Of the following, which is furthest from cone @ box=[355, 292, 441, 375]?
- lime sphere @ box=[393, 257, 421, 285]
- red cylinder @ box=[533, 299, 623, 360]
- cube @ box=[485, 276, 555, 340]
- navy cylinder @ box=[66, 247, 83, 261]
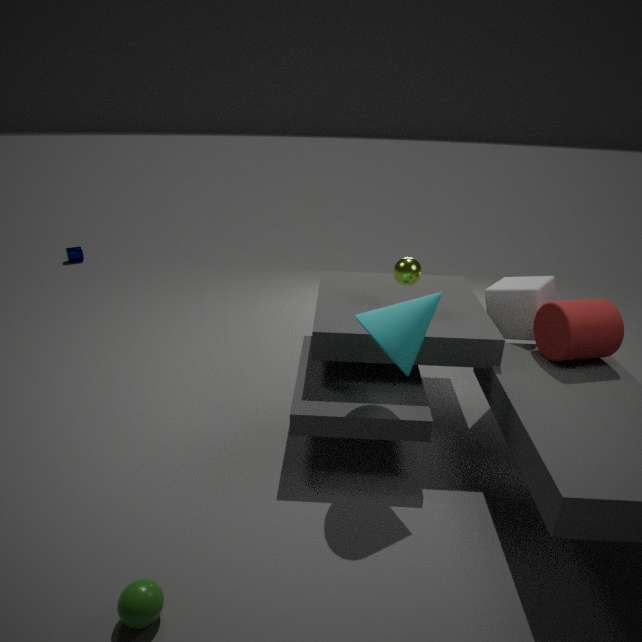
navy cylinder @ box=[66, 247, 83, 261]
